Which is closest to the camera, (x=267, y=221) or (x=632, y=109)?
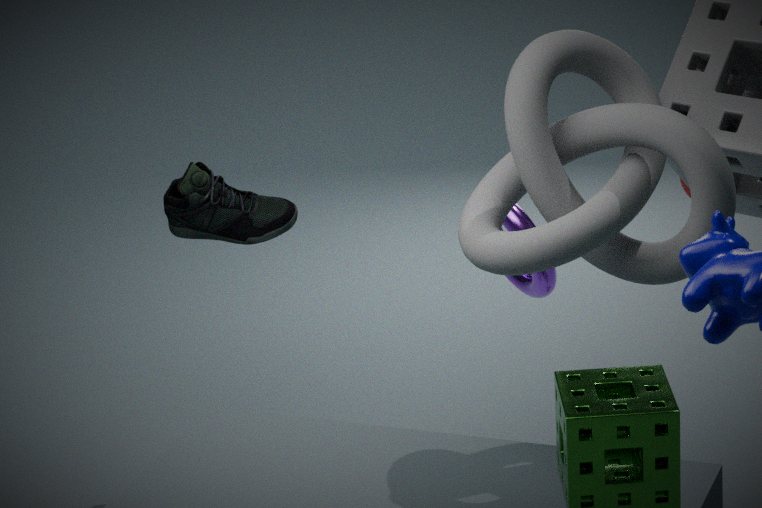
(x=632, y=109)
